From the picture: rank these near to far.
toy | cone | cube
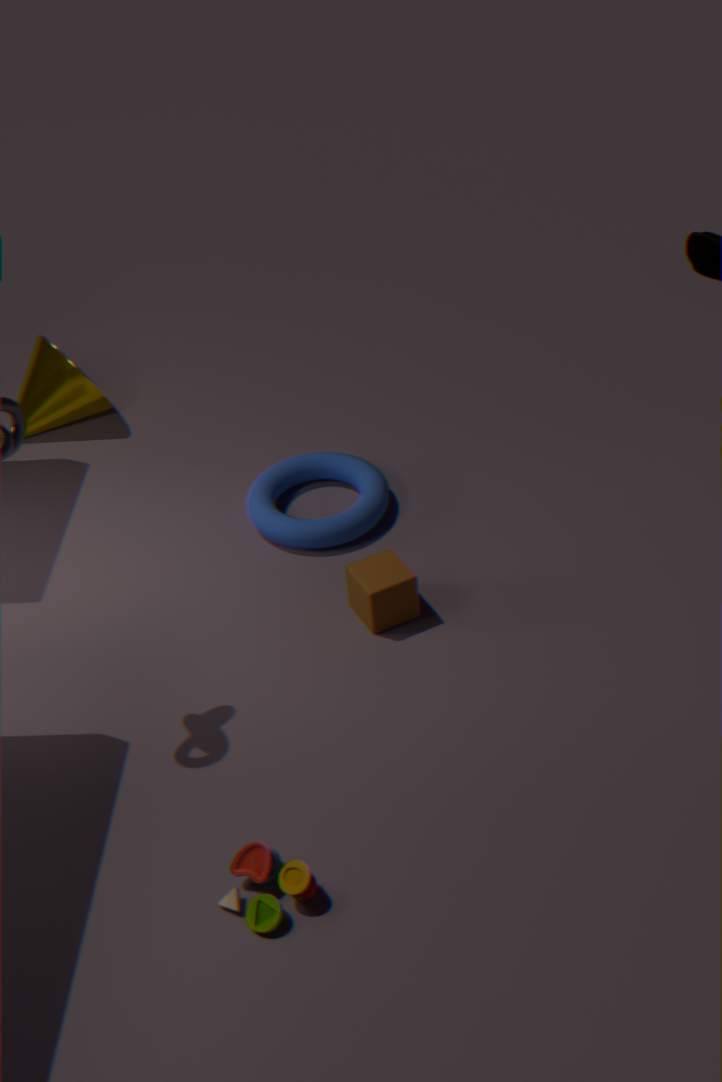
toy → cube → cone
